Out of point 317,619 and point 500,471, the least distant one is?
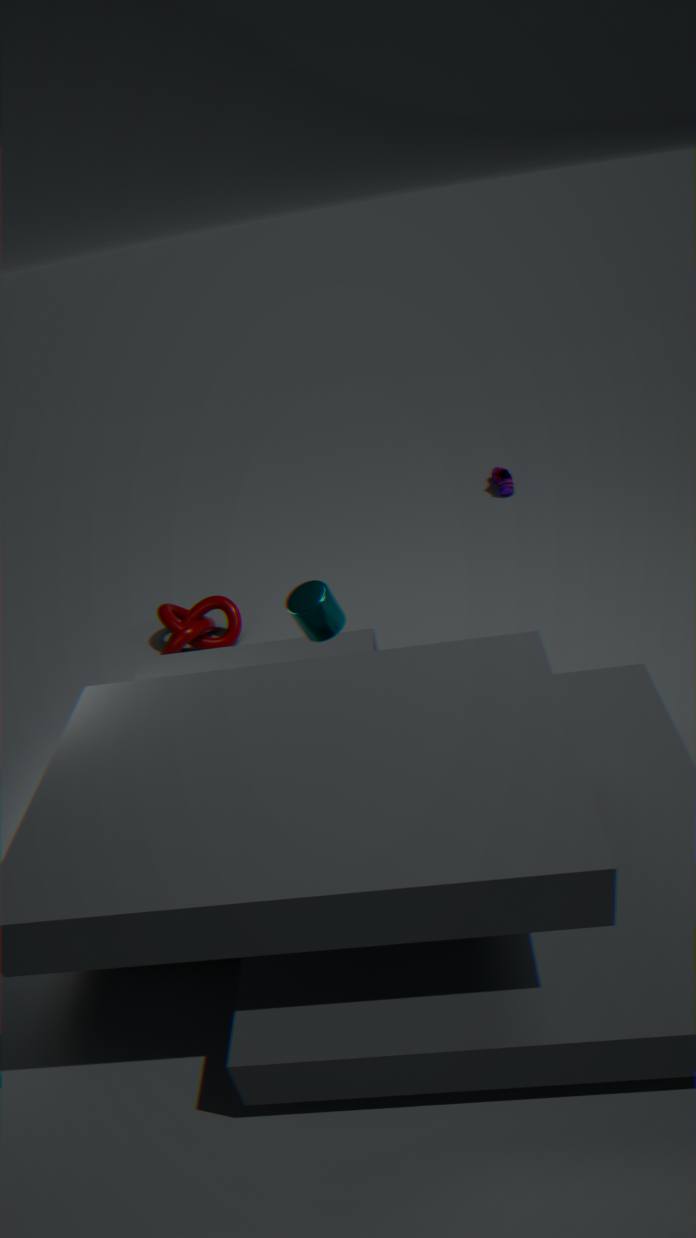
point 317,619
